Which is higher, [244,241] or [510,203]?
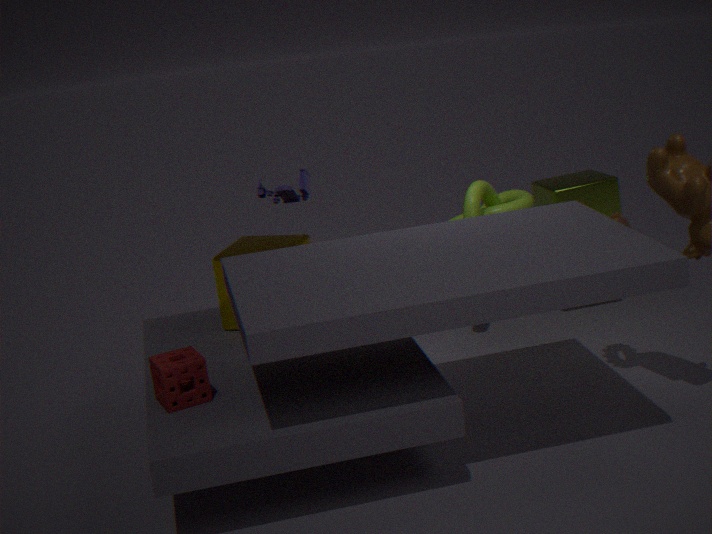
[510,203]
